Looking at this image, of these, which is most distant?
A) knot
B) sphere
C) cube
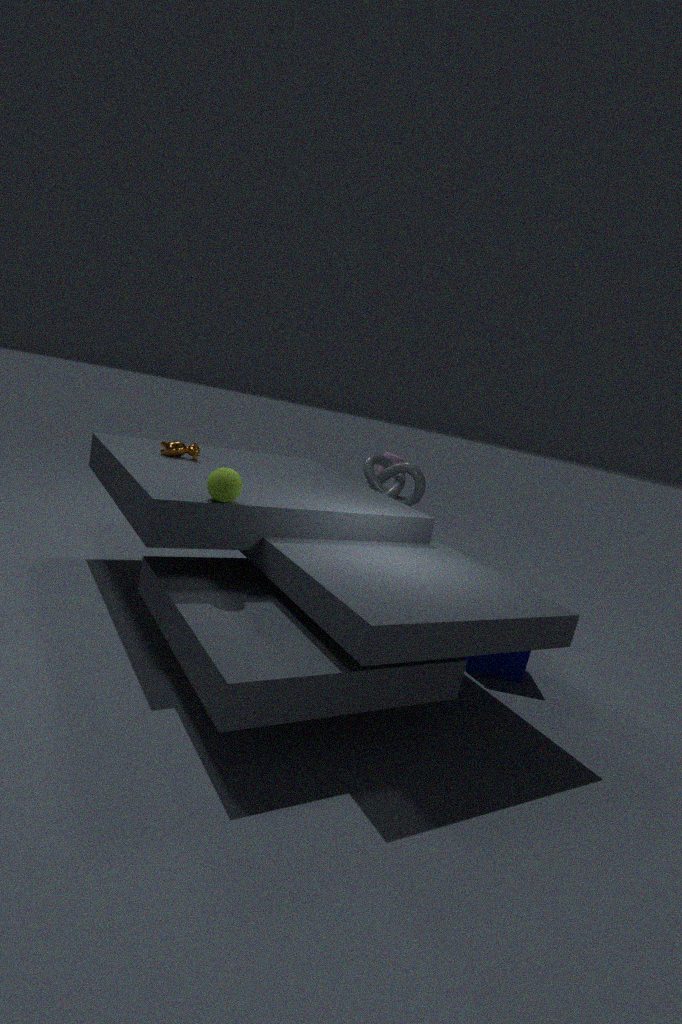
knot
